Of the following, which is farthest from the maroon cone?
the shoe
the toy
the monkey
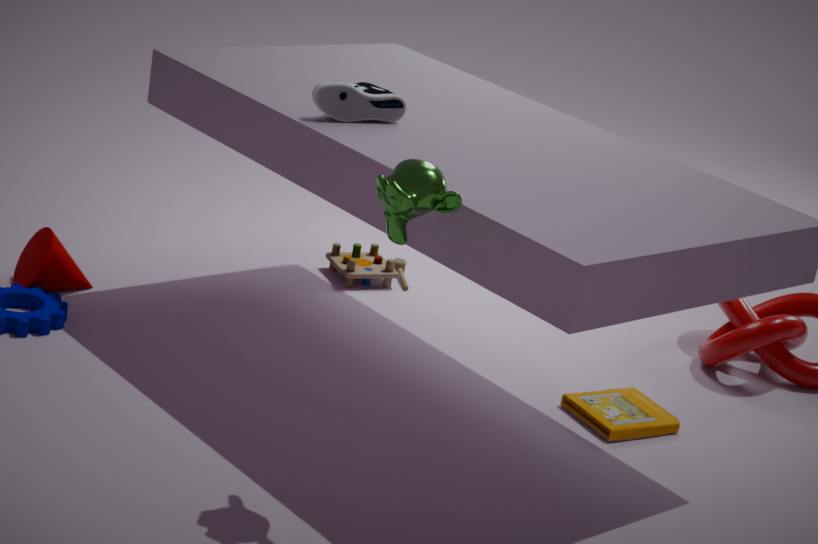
the monkey
